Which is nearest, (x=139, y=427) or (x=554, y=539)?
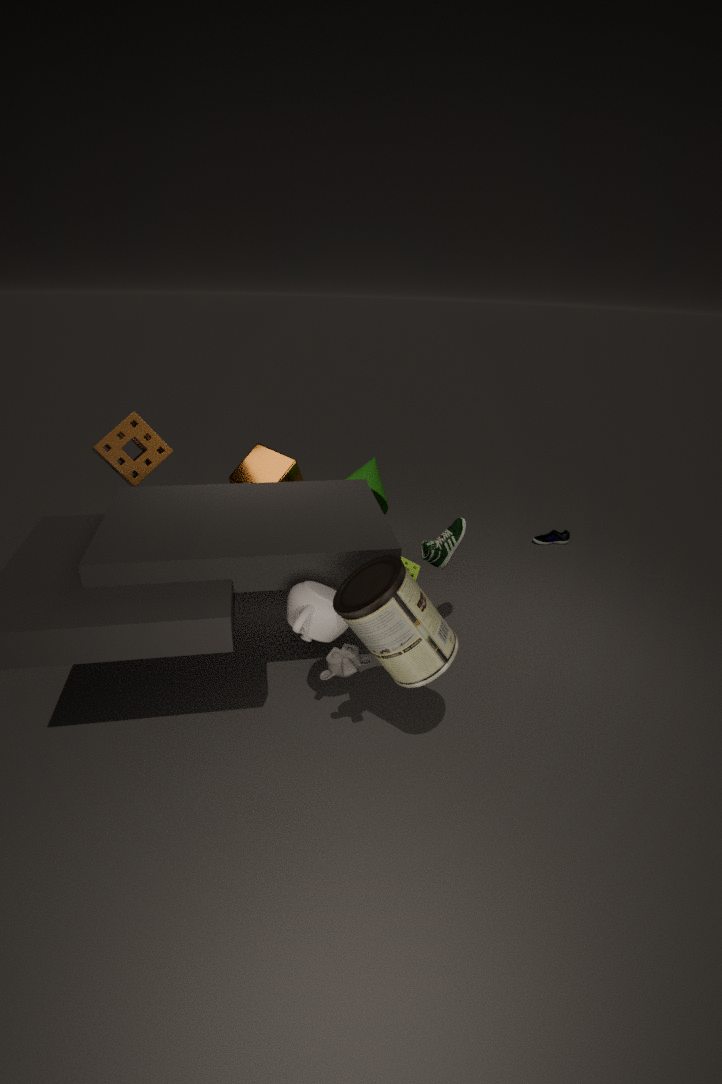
(x=139, y=427)
